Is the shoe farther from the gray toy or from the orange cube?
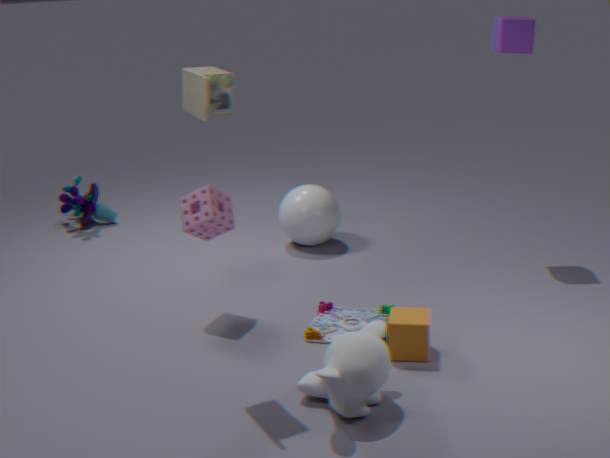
the orange cube
